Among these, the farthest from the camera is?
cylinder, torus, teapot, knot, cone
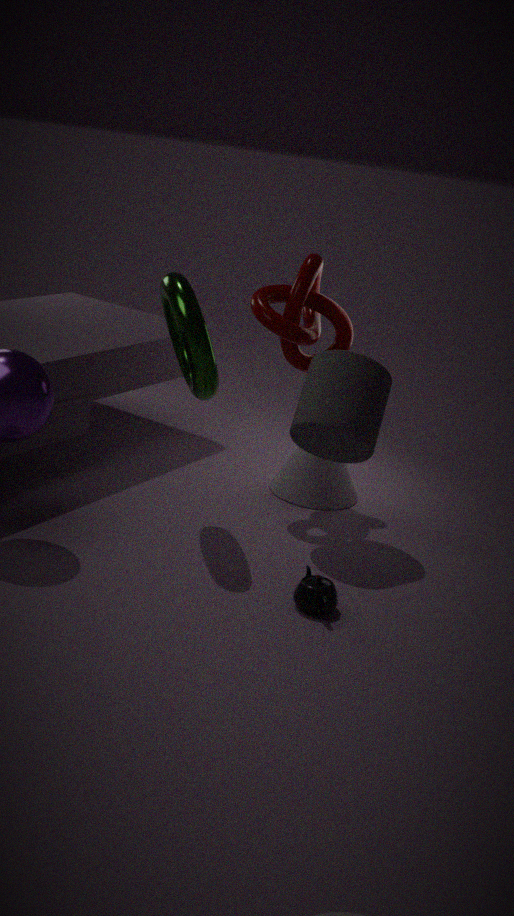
cone
